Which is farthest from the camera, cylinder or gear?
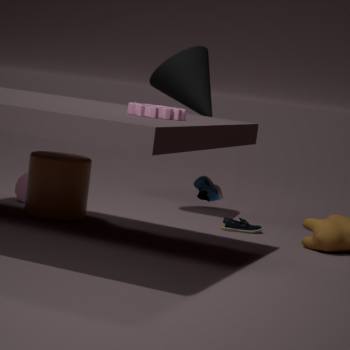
cylinder
